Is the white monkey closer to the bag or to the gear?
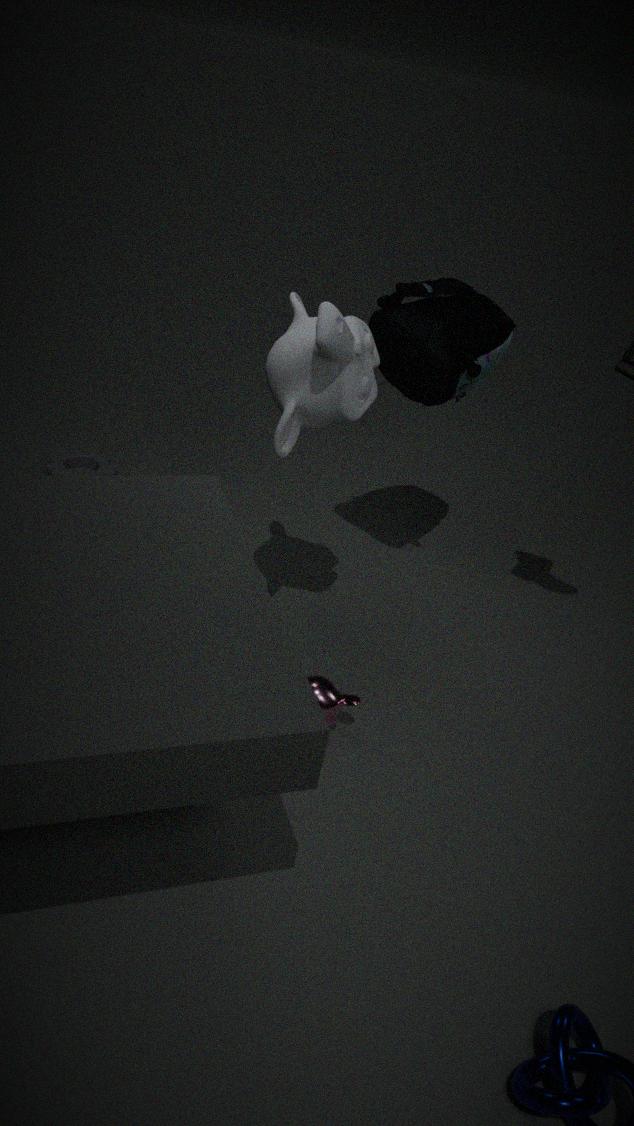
the bag
